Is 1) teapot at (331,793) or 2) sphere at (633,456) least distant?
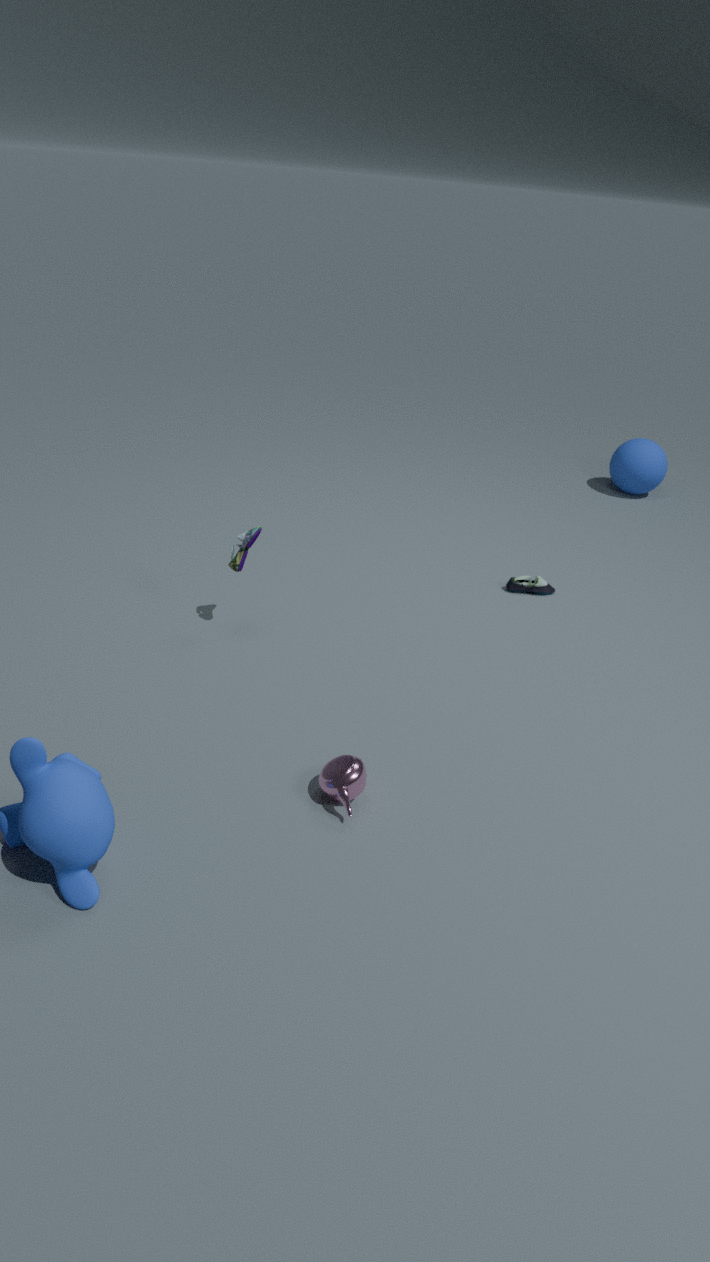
1. teapot at (331,793)
